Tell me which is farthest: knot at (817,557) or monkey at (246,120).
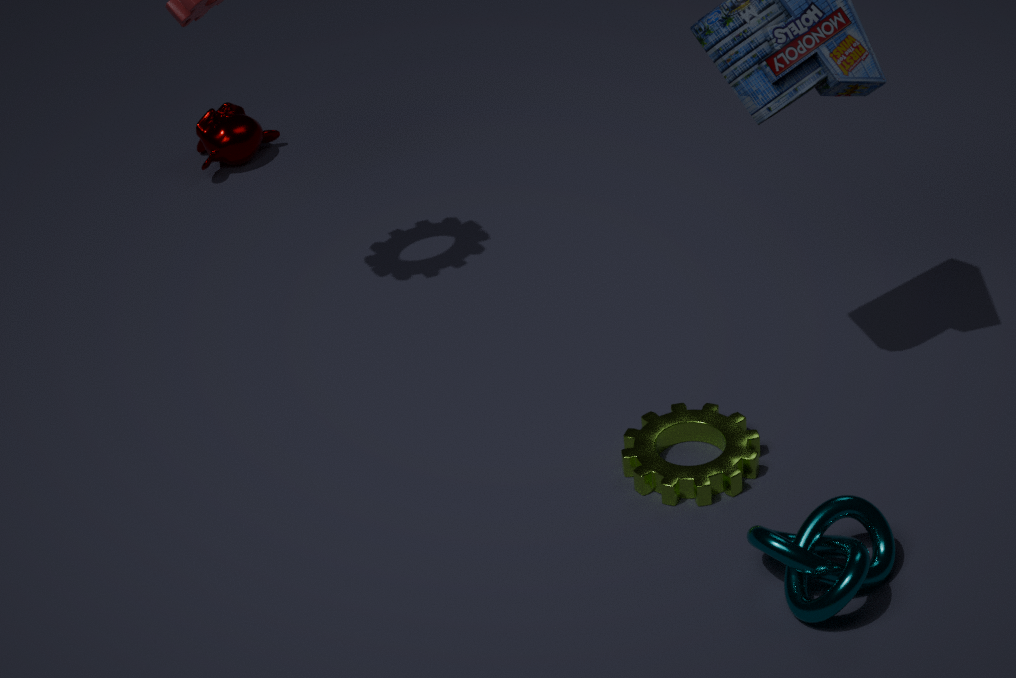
monkey at (246,120)
